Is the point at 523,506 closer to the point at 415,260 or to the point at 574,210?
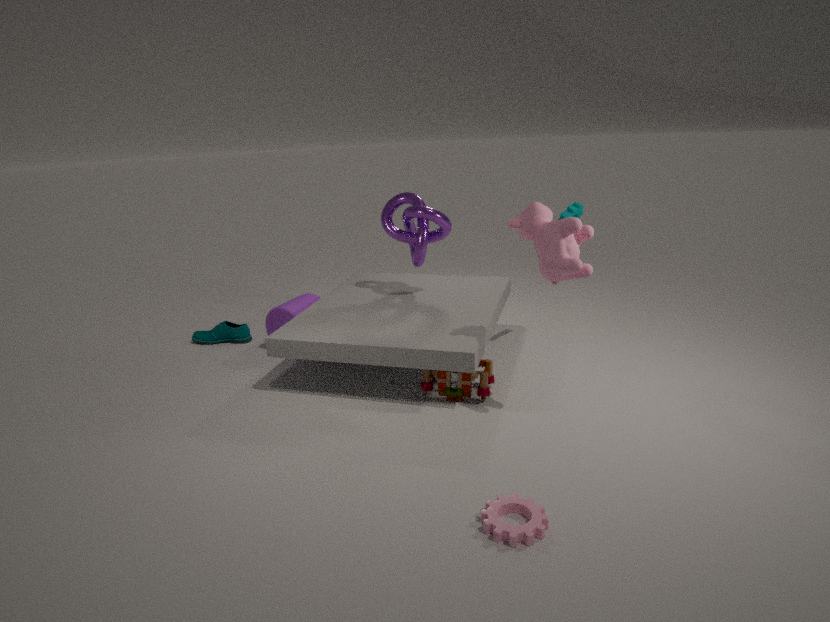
the point at 574,210
